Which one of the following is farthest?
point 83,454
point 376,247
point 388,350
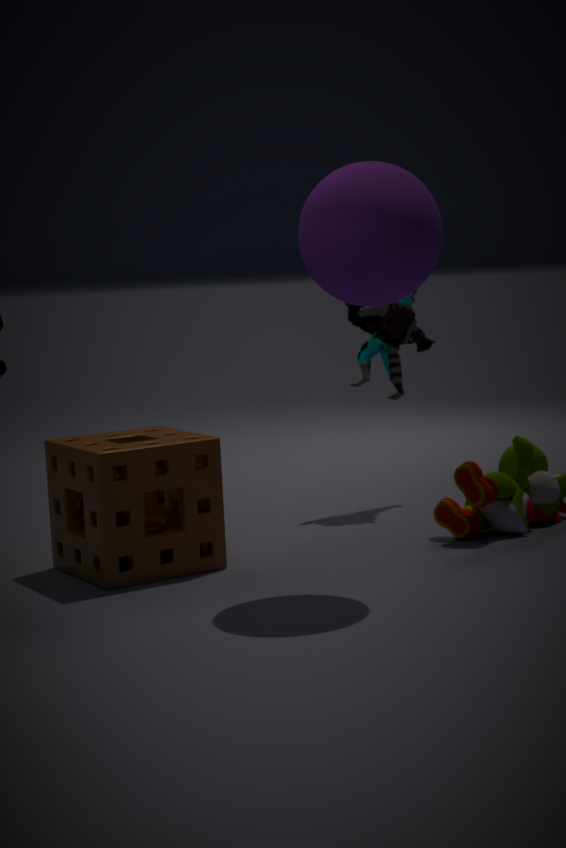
point 388,350
